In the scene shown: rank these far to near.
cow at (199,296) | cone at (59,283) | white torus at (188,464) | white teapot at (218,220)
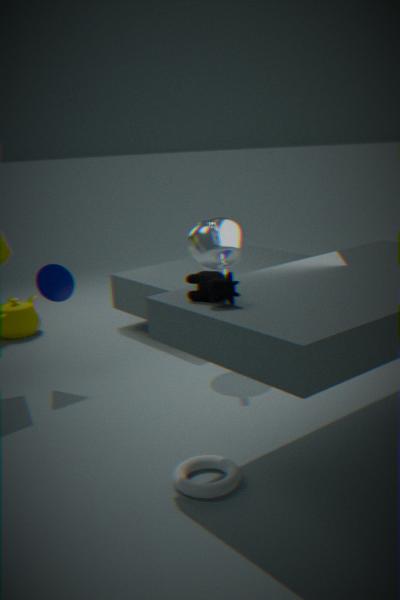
white teapot at (218,220) < cone at (59,283) < white torus at (188,464) < cow at (199,296)
